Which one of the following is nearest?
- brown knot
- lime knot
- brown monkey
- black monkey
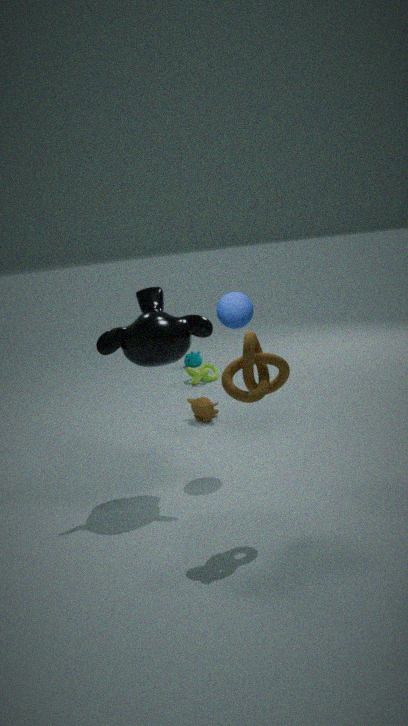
brown knot
